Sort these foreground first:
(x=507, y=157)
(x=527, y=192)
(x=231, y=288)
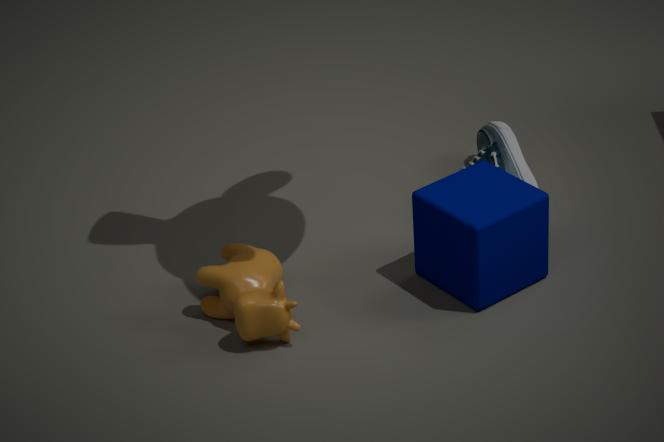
(x=231, y=288)
(x=527, y=192)
(x=507, y=157)
